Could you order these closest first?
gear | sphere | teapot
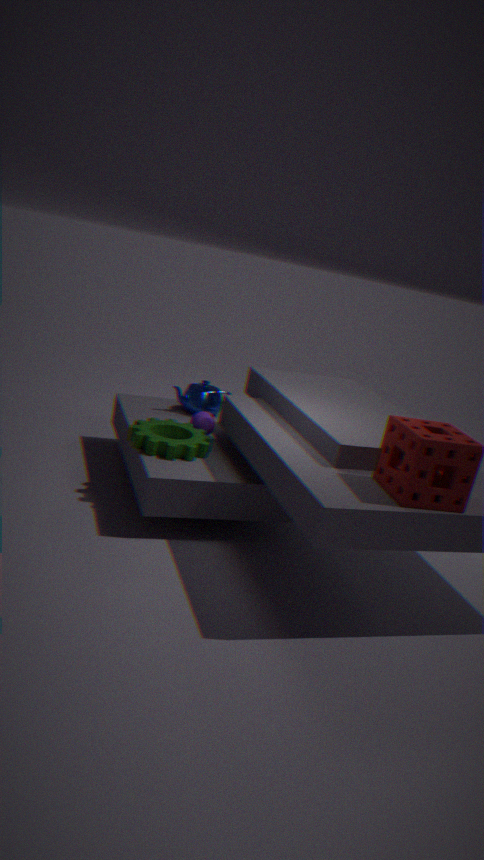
gear, sphere, teapot
